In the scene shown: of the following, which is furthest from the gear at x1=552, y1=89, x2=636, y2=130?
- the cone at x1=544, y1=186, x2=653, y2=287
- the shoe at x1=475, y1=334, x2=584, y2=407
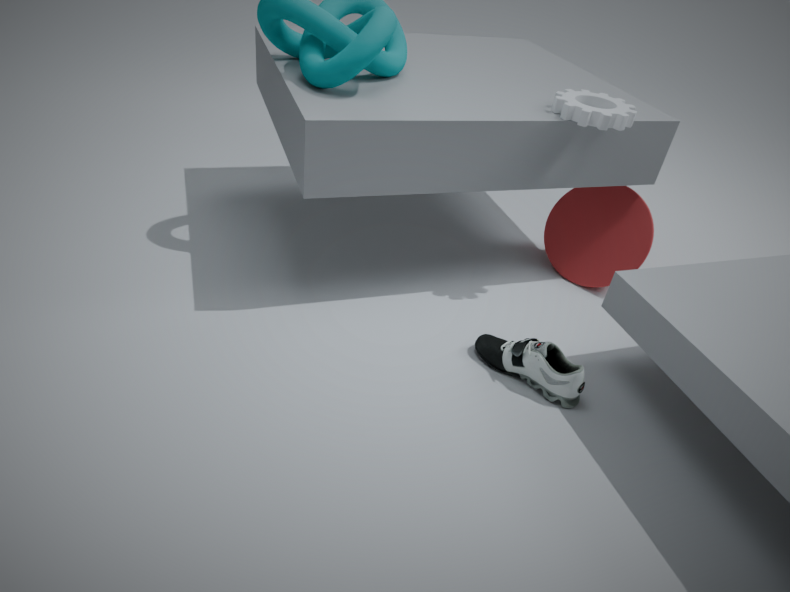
the shoe at x1=475, y1=334, x2=584, y2=407
